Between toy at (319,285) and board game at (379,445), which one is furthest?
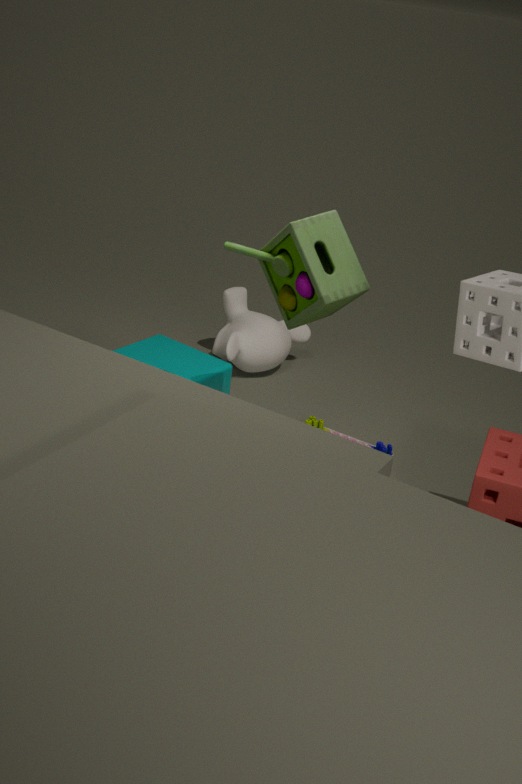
board game at (379,445)
